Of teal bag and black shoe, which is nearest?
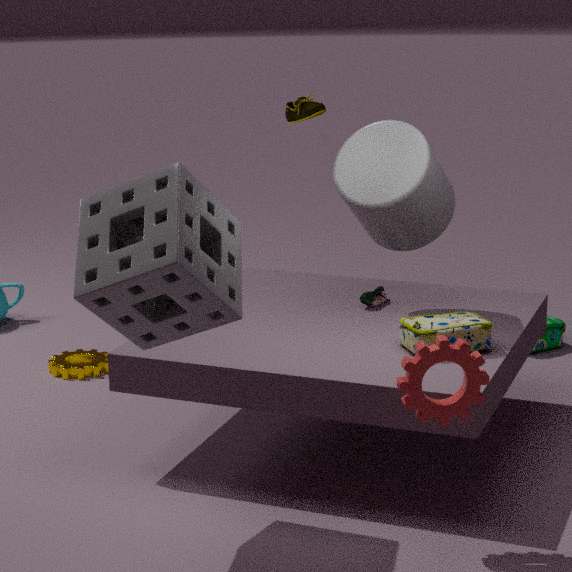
black shoe
